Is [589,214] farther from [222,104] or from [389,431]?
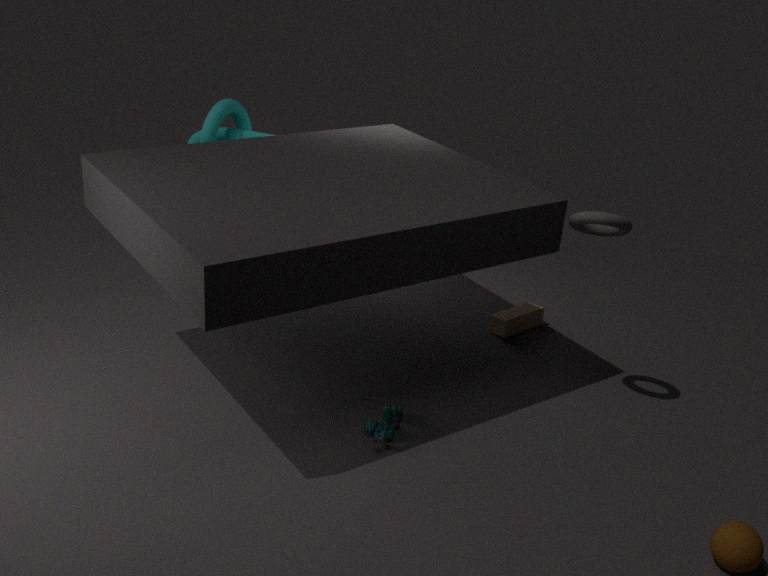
[222,104]
